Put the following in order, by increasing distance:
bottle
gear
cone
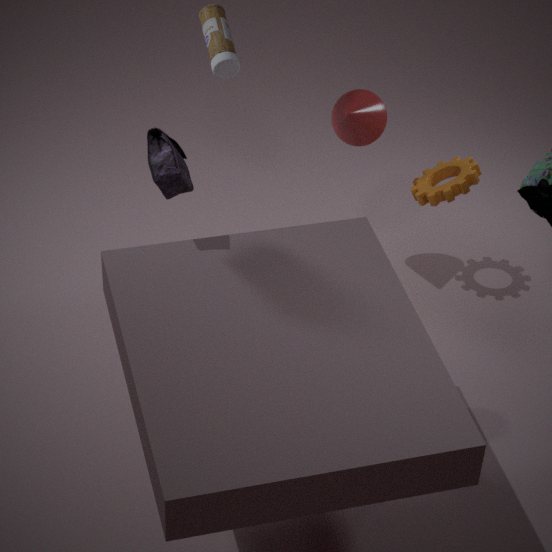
bottle, cone, gear
